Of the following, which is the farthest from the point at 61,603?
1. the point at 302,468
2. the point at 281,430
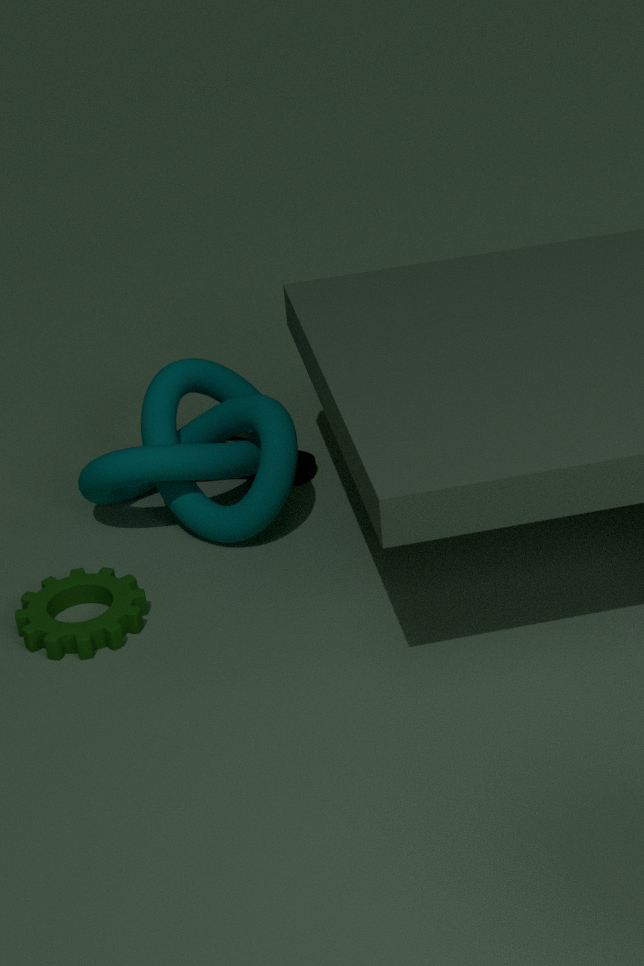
the point at 302,468
